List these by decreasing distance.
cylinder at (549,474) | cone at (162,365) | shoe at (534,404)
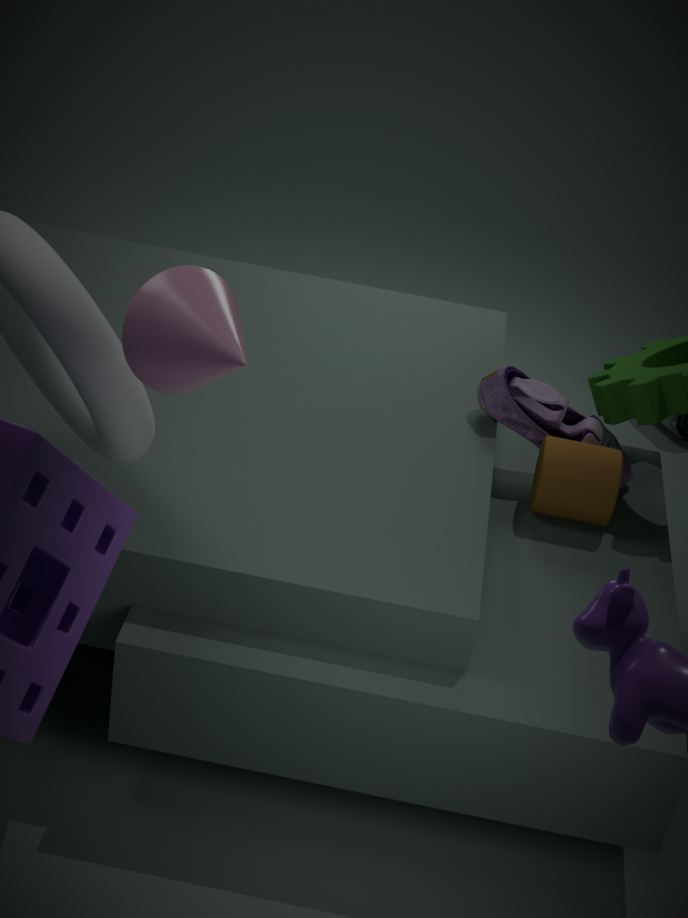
shoe at (534,404), cylinder at (549,474), cone at (162,365)
